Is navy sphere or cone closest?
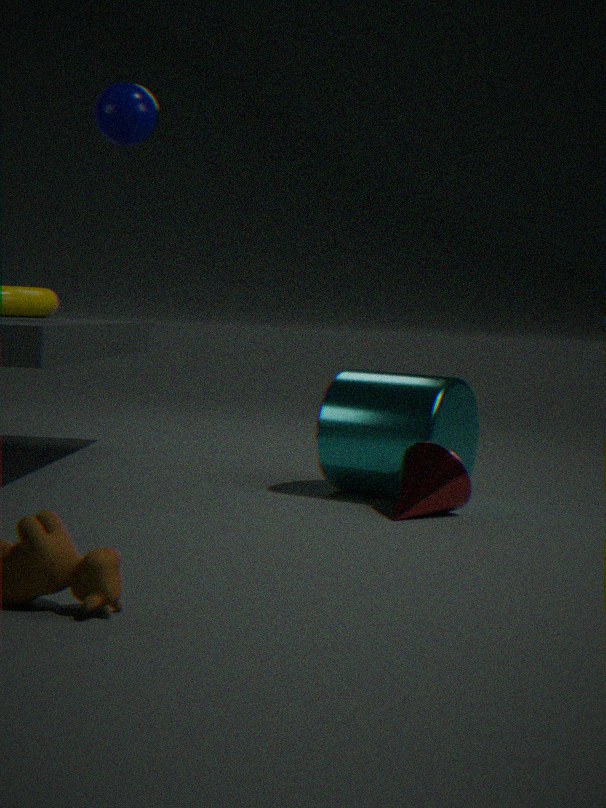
cone
